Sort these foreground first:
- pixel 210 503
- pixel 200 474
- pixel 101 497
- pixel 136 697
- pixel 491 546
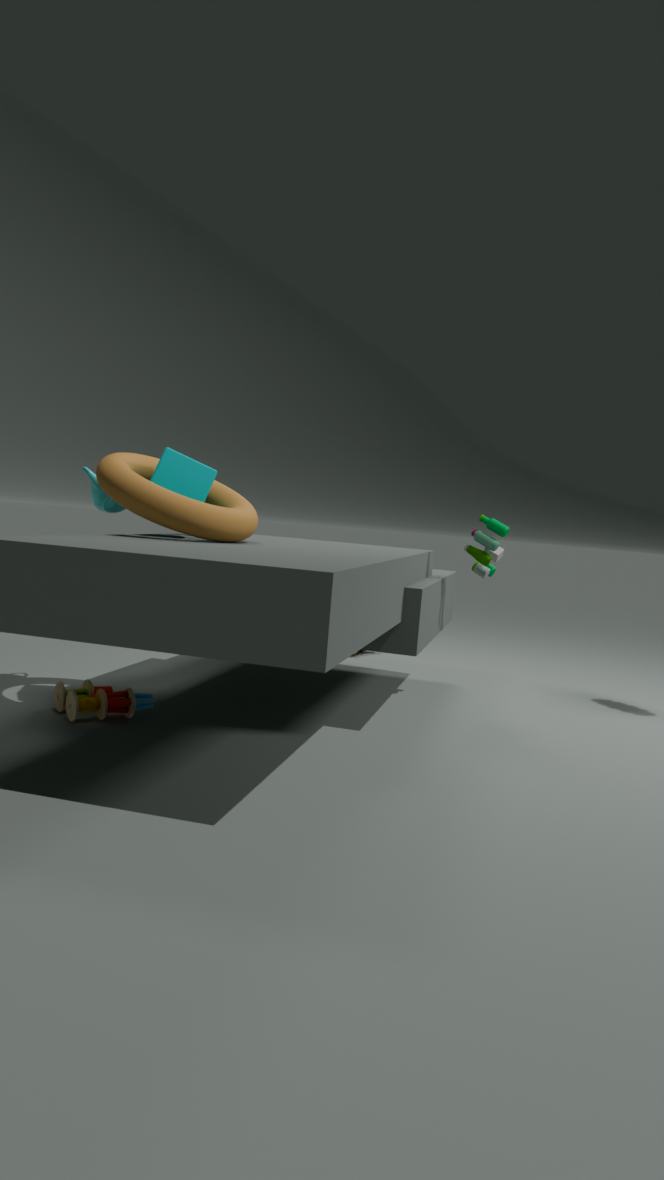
pixel 200 474
pixel 136 697
pixel 101 497
pixel 210 503
pixel 491 546
